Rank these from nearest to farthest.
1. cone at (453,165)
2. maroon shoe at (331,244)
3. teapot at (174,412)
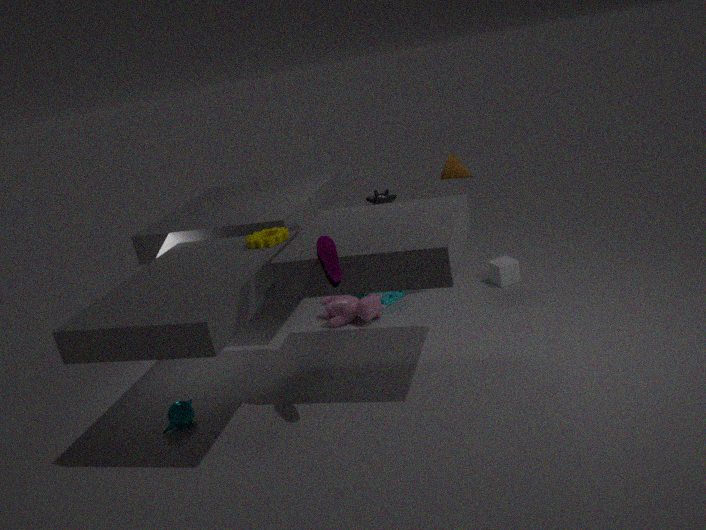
maroon shoe at (331,244) → teapot at (174,412) → cone at (453,165)
